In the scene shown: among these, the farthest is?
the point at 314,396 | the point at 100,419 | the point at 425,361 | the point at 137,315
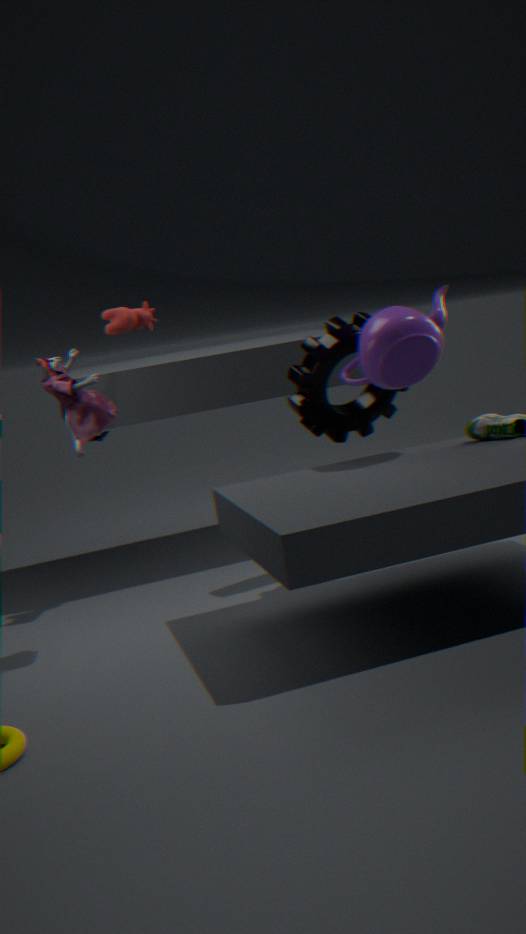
the point at 137,315
